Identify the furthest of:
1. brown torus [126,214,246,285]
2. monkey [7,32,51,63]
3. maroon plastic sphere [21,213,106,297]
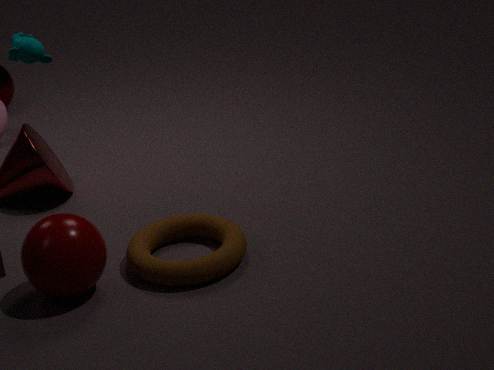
monkey [7,32,51,63]
